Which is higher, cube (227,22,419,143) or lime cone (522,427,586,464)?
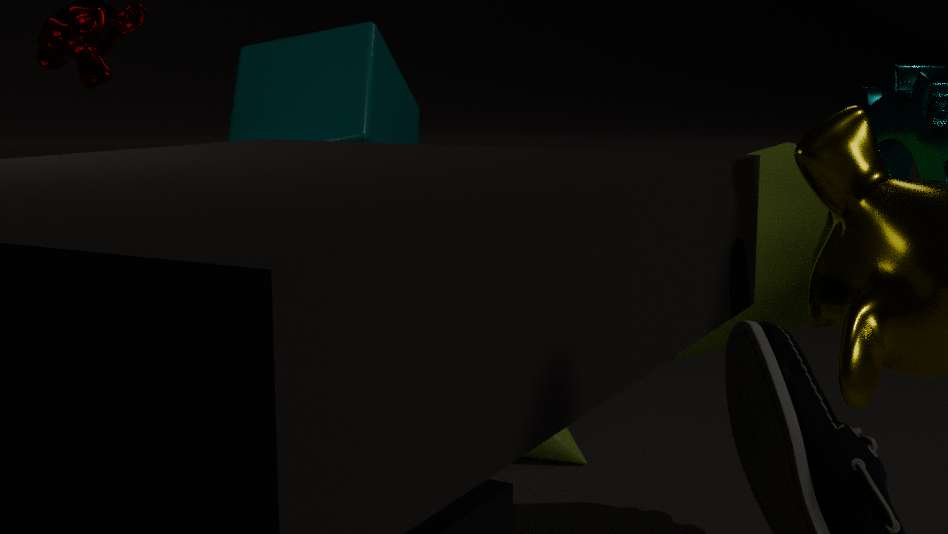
cube (227,22,419,143)
